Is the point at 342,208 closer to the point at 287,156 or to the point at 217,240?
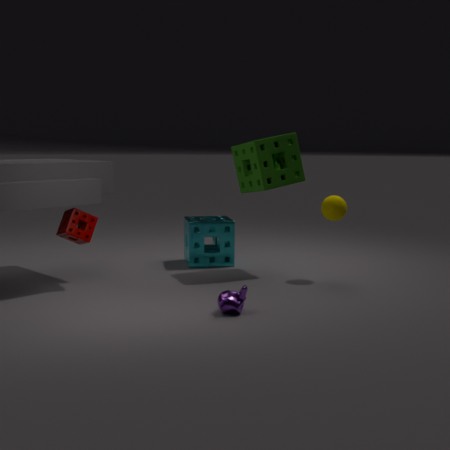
the point at 287,156
